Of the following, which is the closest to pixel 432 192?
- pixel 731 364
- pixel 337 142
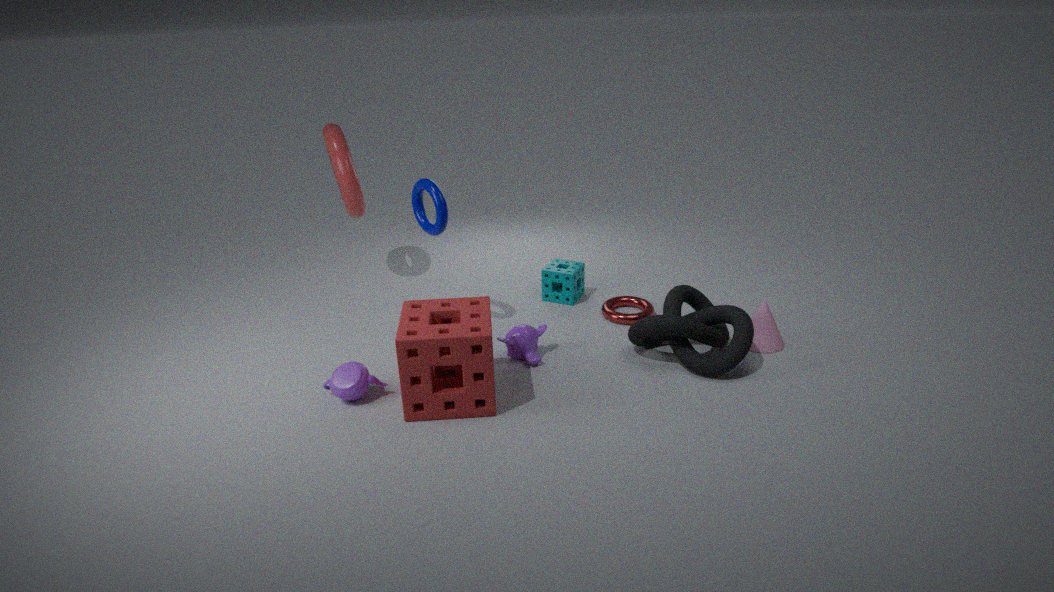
pixel 337 142
